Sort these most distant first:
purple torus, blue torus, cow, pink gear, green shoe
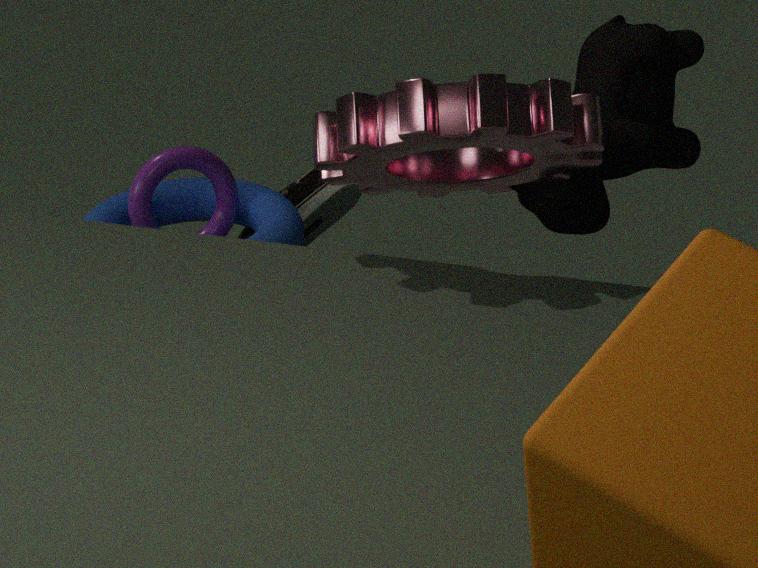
green shoe
purple torus
blue torus
cow
pink gear
